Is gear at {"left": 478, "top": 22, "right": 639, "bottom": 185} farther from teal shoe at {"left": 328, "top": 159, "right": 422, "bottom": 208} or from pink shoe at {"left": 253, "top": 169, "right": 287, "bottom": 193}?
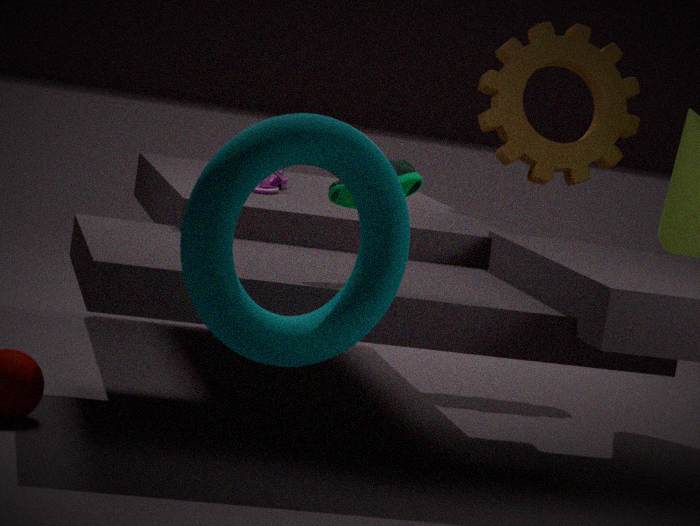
teal shoe at {"left": 328, "top": 159, "right": 422, "bottom": 208}
